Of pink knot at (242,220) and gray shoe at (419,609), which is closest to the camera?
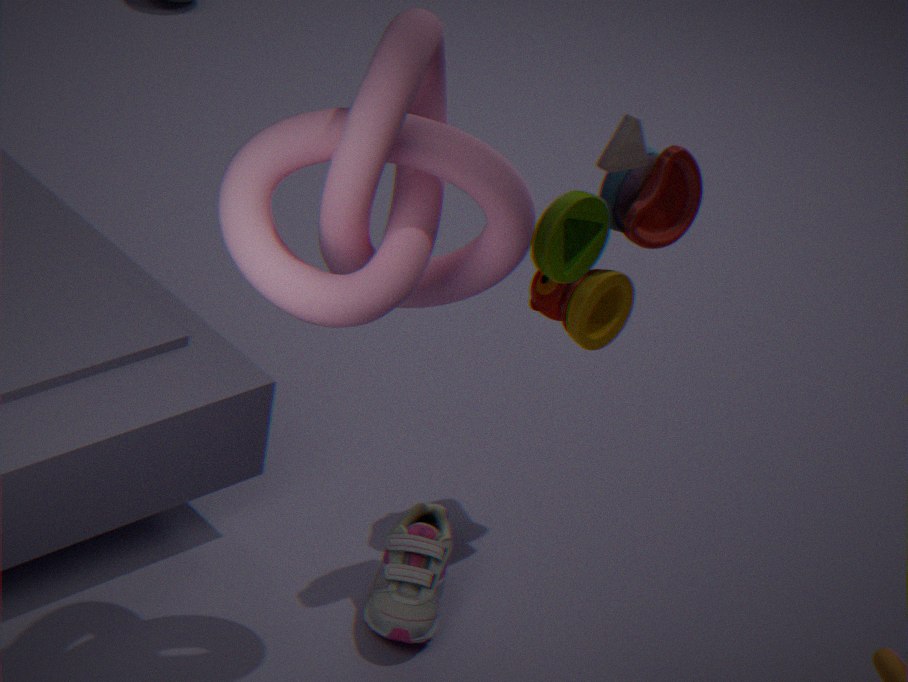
pink knot at (242,220)
